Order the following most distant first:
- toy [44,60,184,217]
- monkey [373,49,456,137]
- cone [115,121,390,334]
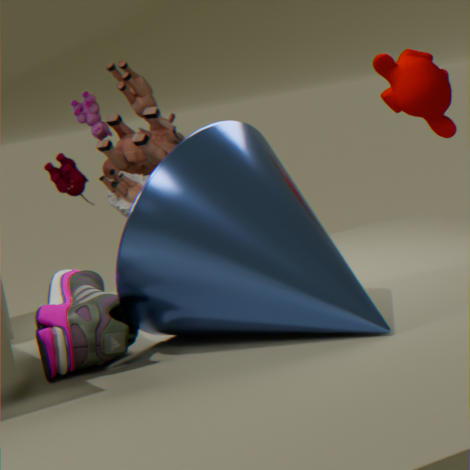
toy [44,60,184,217] → monkey [373,49,456,137] → cone [115,121,390,334]
